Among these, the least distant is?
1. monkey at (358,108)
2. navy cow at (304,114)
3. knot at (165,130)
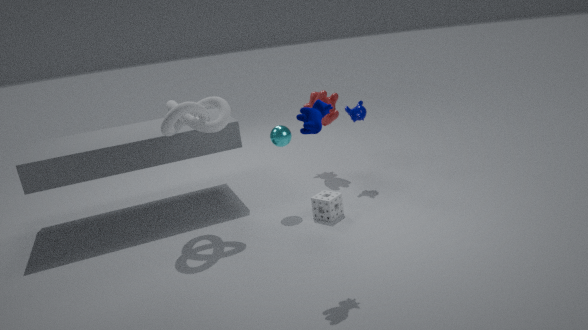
navy cow at (304,114)
